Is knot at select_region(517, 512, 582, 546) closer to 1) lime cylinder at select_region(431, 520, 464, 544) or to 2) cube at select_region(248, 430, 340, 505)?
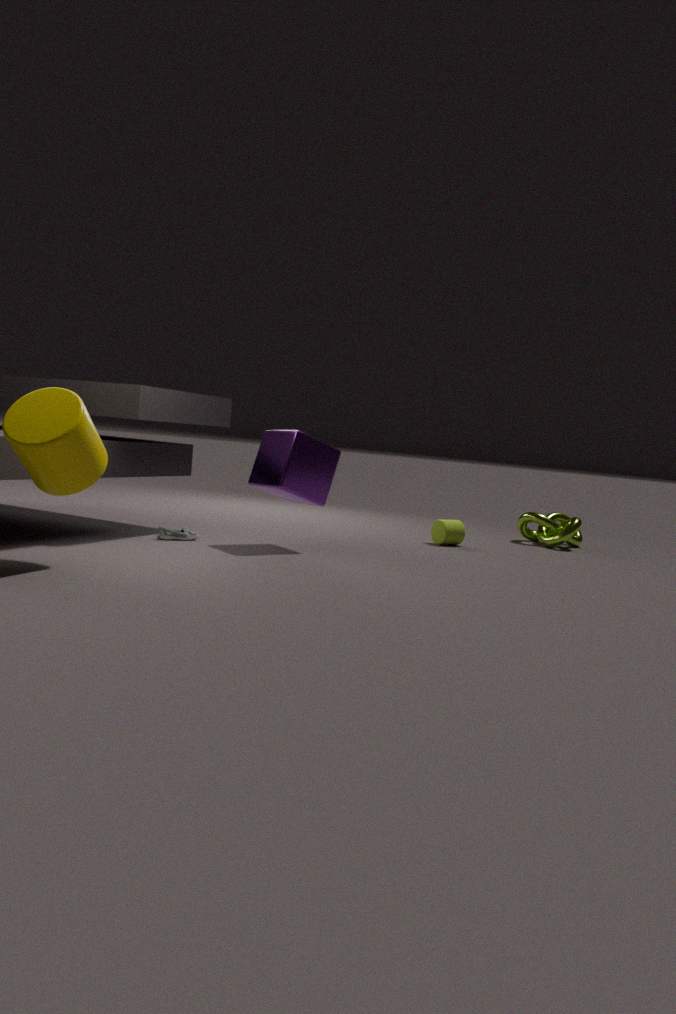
1) lime cylinder at select_region(431, 520, 464, 544)
